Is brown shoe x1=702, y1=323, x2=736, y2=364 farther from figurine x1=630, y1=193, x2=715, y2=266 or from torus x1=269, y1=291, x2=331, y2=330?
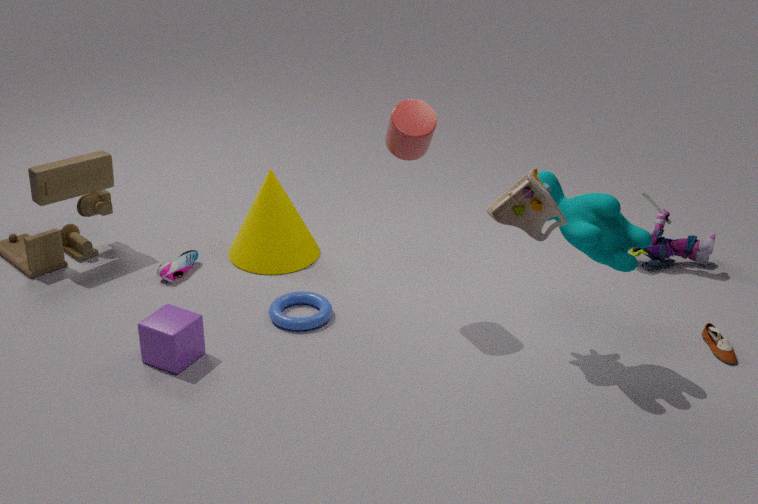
torus x1=269, y1=291, x2=331, y2=330
